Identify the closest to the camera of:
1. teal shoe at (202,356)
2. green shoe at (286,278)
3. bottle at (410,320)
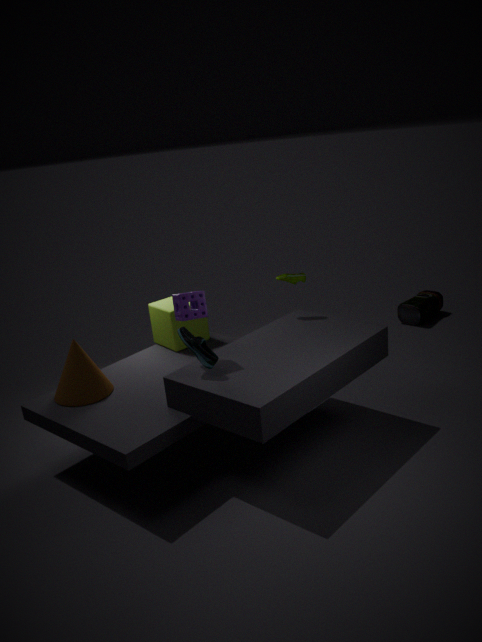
teal shoe at (202,356)
